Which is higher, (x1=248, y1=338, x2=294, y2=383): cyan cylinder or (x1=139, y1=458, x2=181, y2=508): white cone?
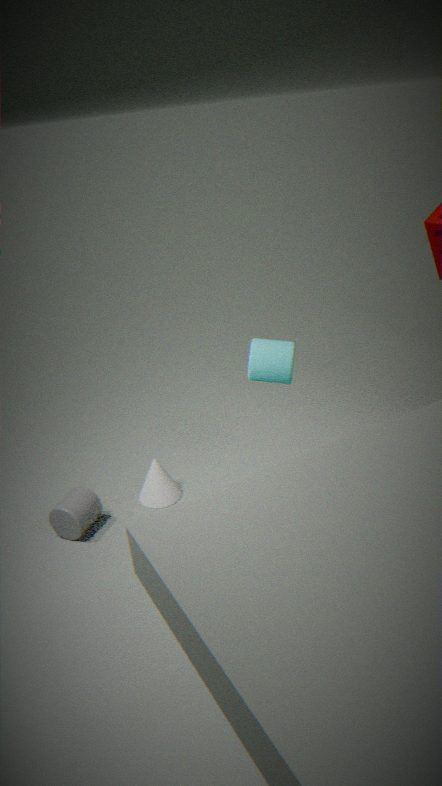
(x1=248, y1=338, x2=294, y2=383): cyan cylinder
